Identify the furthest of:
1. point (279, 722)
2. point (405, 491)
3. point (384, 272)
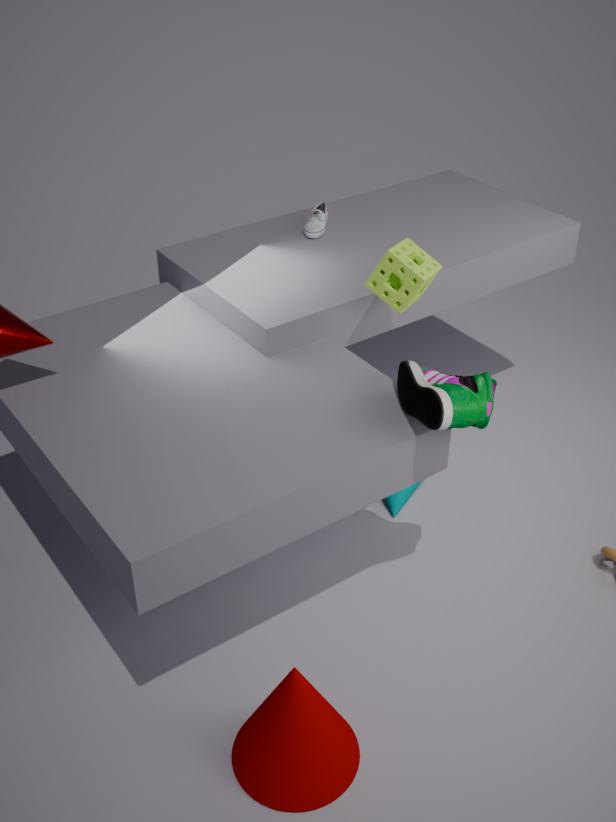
point (405, 491)
